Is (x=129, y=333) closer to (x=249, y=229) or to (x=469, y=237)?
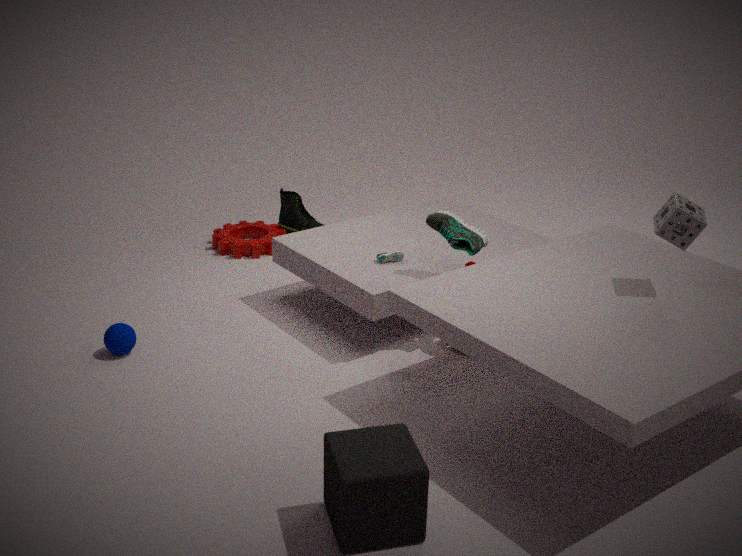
(x=249, y=229)
